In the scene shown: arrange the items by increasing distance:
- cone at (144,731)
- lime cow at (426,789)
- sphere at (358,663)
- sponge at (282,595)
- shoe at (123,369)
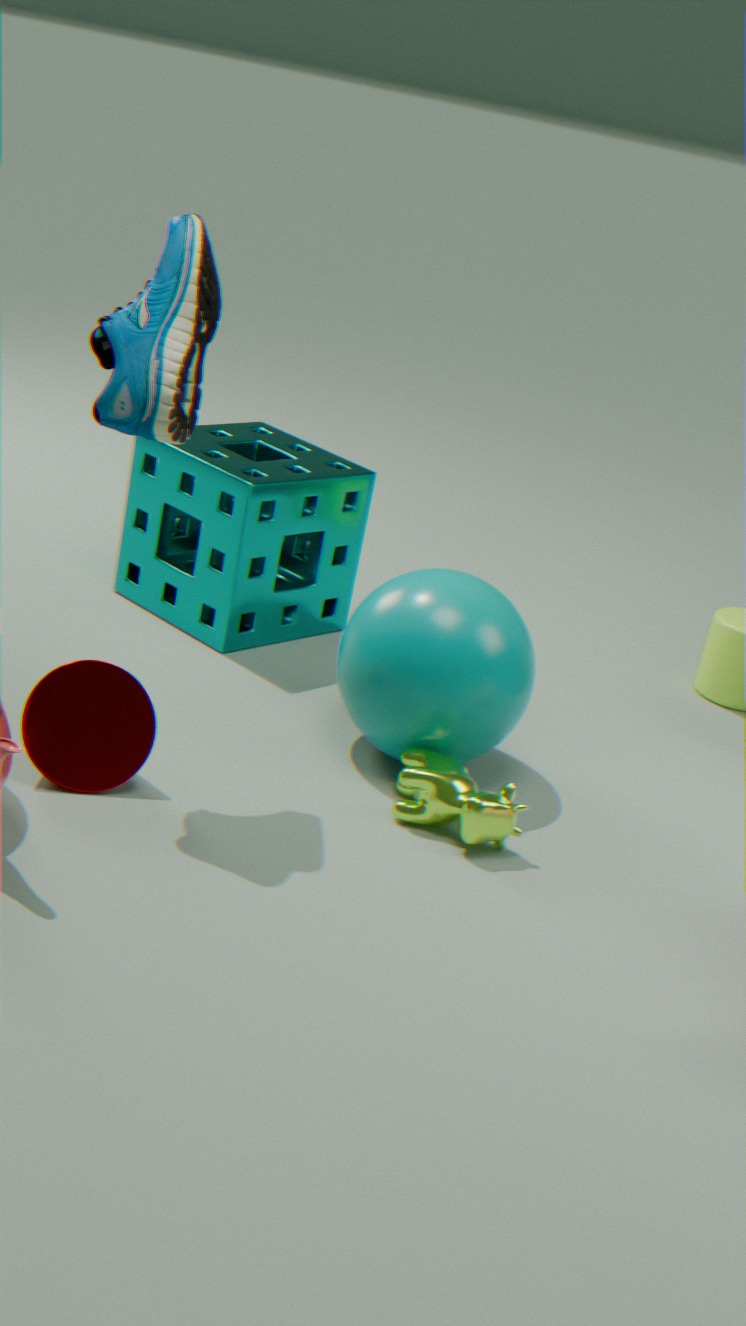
1. shoe at (123,369)
2. cone at (144,731)
3. lime cow at (426,789)
4. sphere at (358,663)
5. sponge at (282,595)
